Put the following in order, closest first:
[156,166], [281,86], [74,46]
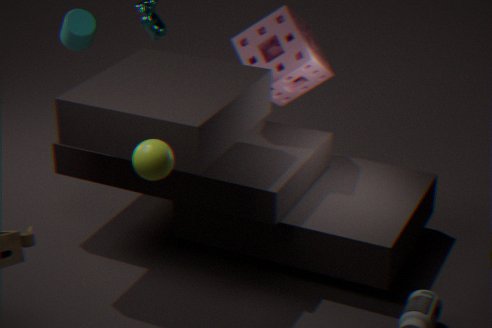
[156,166] < [281,86] < [74,46]
